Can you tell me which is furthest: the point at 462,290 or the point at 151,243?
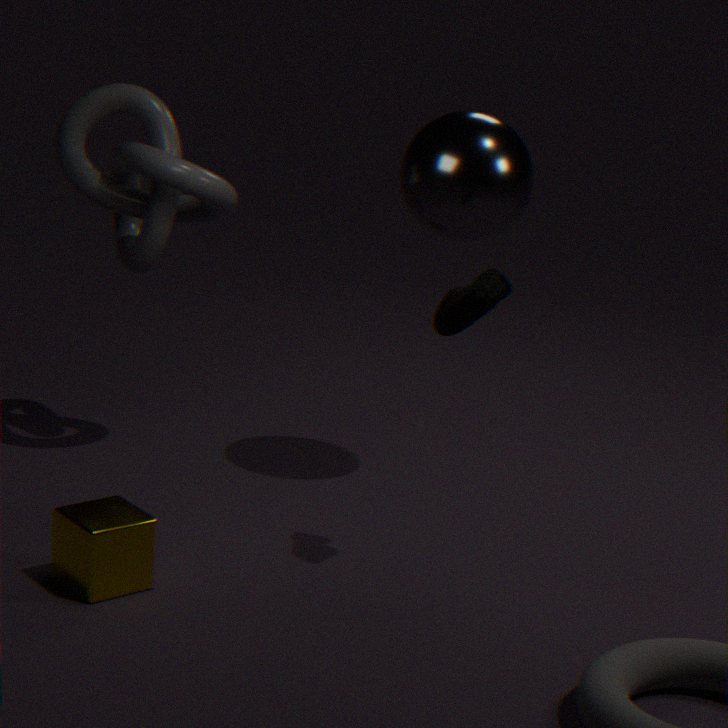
the point at 151,243
